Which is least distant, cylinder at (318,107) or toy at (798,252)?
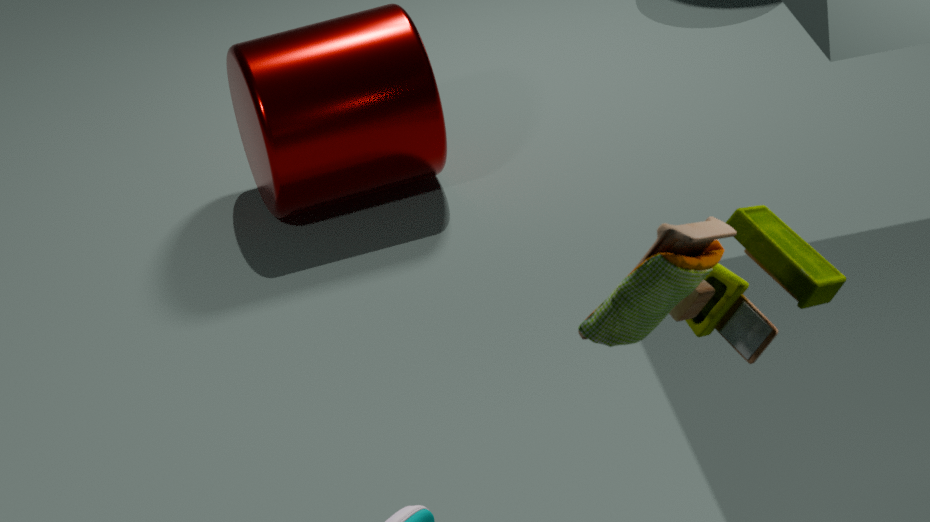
toy at (798,252)
